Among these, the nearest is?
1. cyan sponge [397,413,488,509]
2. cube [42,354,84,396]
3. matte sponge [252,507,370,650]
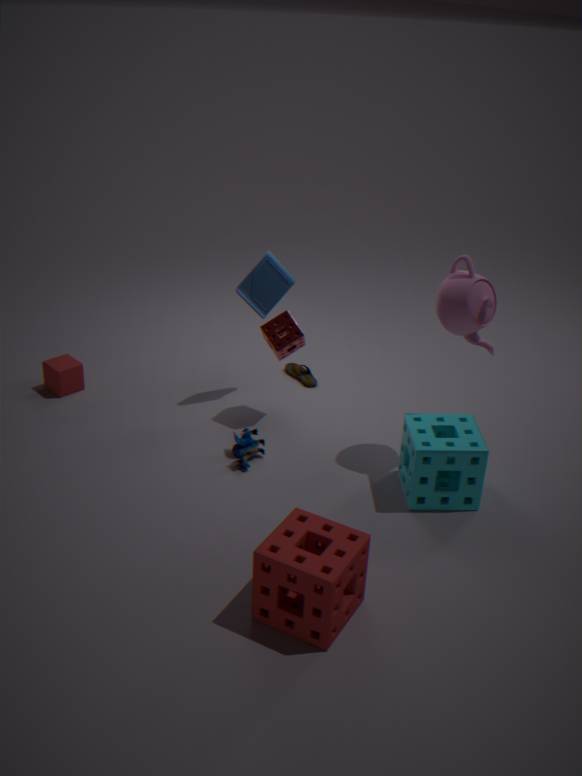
matte sponge [252,507,370,650]
